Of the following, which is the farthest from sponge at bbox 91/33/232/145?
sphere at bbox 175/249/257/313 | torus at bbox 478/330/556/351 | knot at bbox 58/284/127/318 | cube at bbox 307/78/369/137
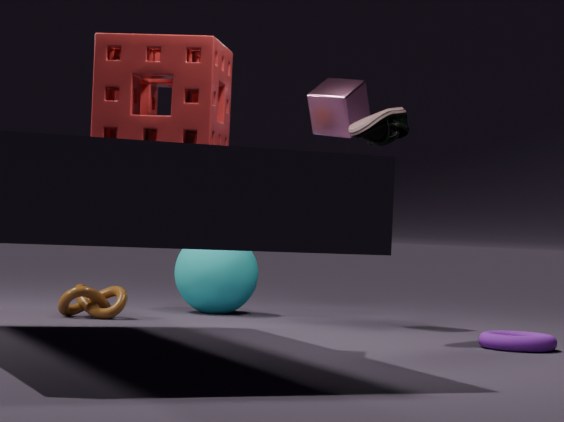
sphere at bbox 175/249/257/313
